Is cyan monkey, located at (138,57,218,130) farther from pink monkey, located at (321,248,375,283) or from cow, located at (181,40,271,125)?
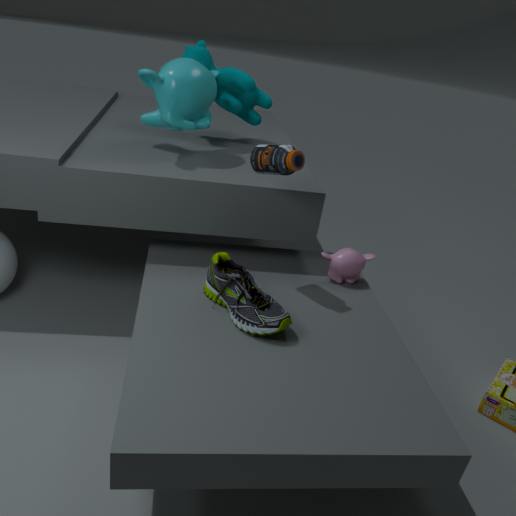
pink monkey, located at (321,248,375,283)
